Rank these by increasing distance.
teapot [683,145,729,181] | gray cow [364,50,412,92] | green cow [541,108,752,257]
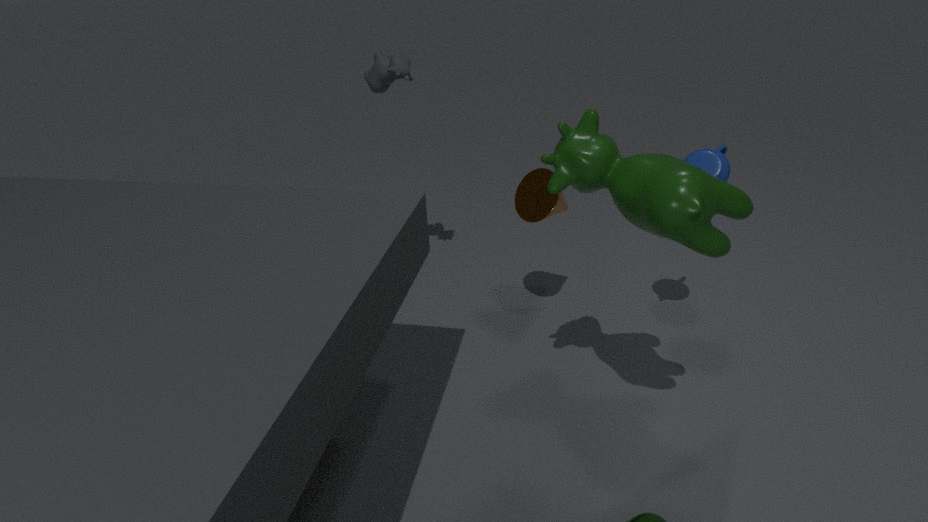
green cow [541,108,752,257]
teapot [683,145,729,181]
gray cow [364,50,412,92]
